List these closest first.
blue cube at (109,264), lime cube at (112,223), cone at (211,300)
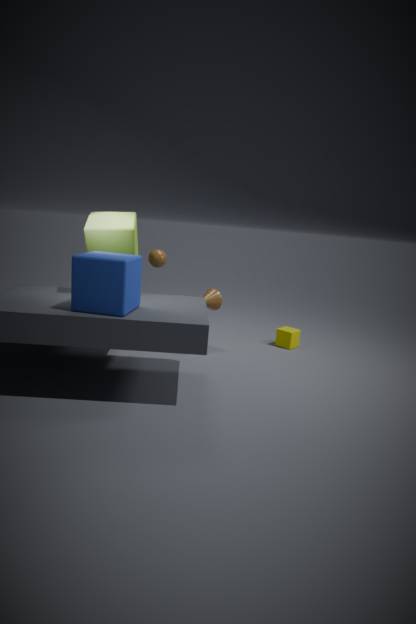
blue cube at (109,264) < lime cube at (112,223) < cone at (211,300)
